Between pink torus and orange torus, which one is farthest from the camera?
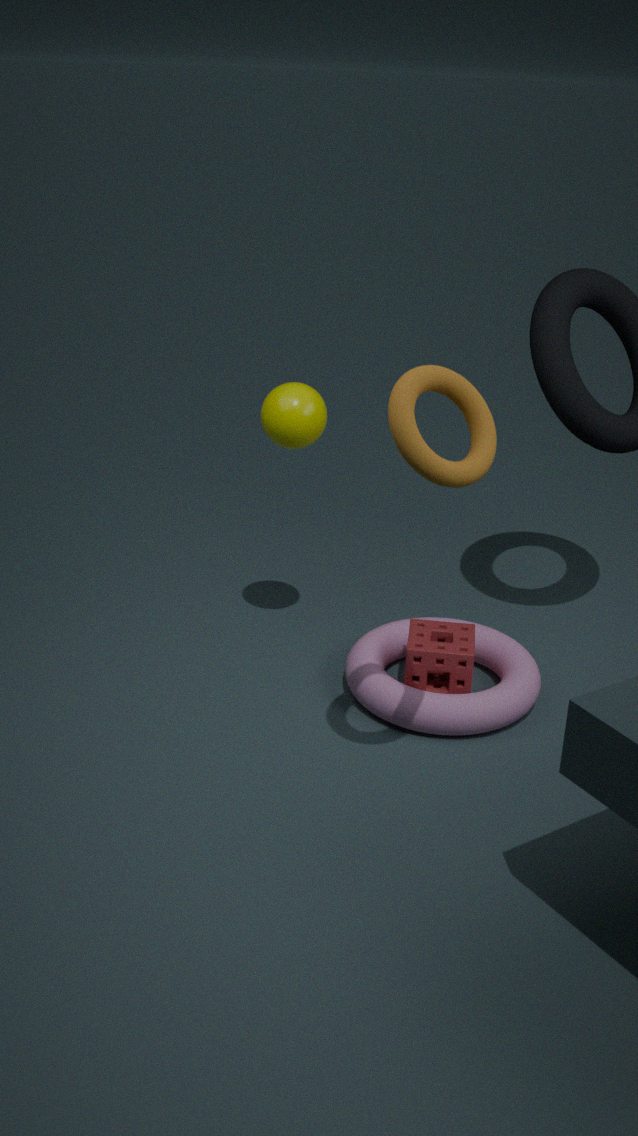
pink torus
